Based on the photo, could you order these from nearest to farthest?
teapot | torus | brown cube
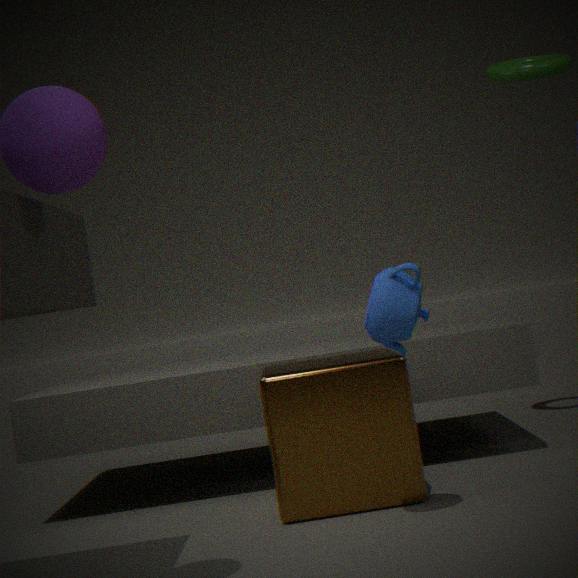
teapot → brown cube → torus
